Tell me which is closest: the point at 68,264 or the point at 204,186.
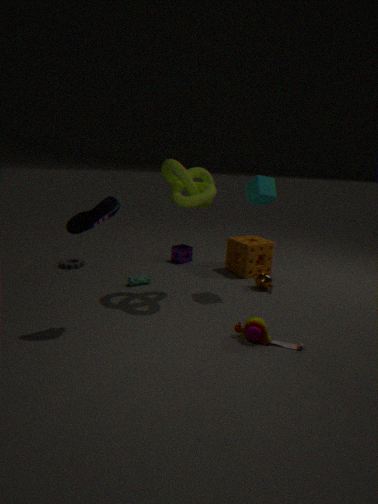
the point at 204,186
